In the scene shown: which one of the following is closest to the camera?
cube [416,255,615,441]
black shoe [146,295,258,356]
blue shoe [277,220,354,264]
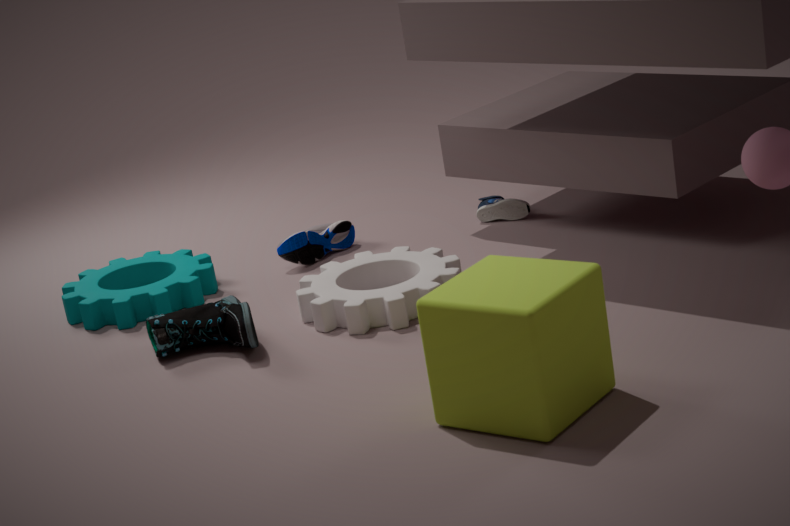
cube [416,255,615,441]
